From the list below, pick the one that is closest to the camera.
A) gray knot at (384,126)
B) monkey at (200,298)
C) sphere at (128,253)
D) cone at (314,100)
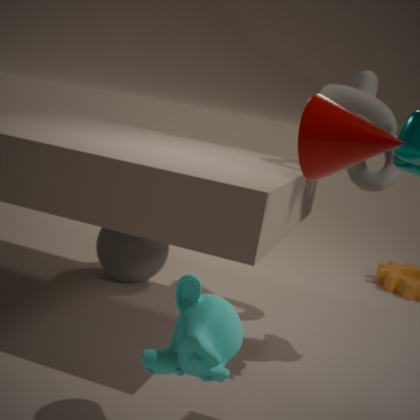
monkey at (200,298)
